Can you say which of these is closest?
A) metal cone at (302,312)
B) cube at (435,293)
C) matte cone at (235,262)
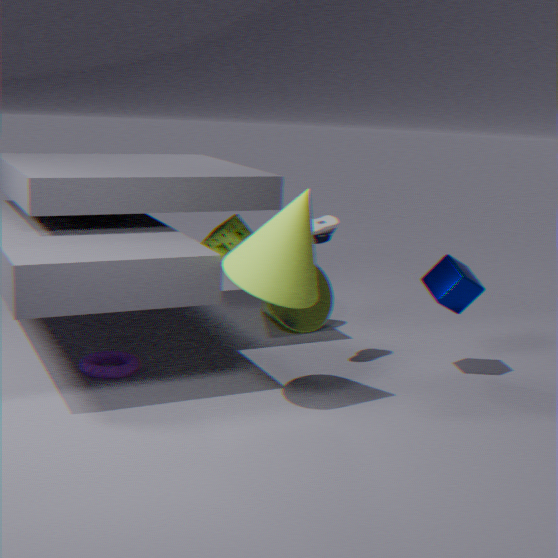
matte cone at (235,262)
